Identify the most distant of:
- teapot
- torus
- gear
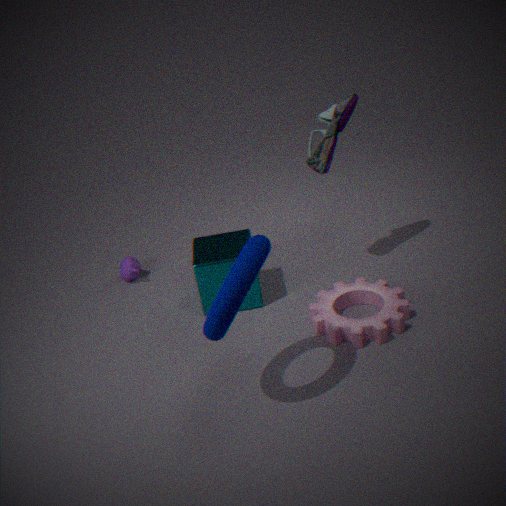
teapot
